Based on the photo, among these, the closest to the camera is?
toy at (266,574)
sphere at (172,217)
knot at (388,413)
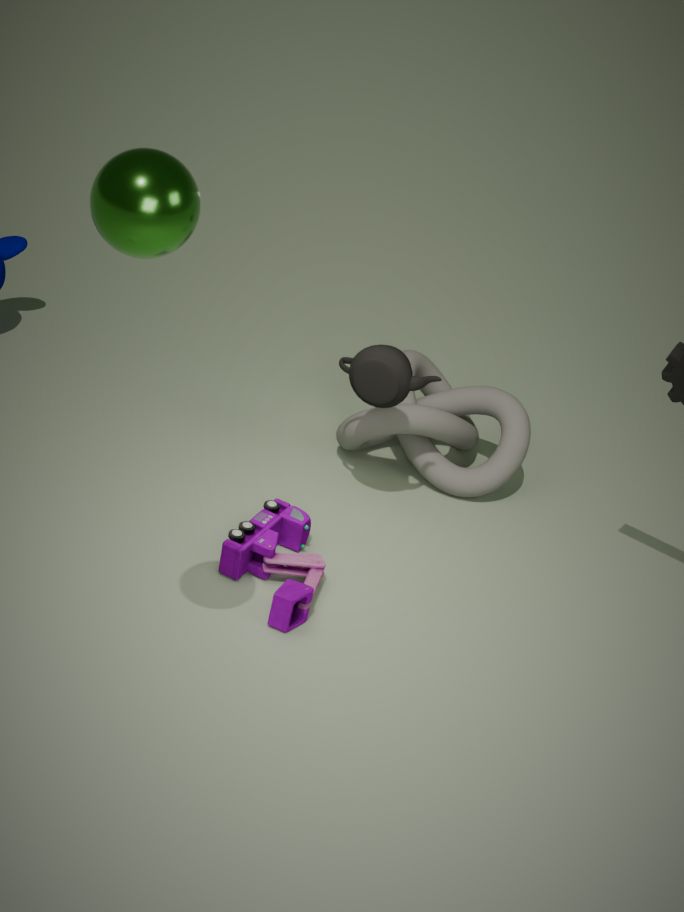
sphere at (172,217)
